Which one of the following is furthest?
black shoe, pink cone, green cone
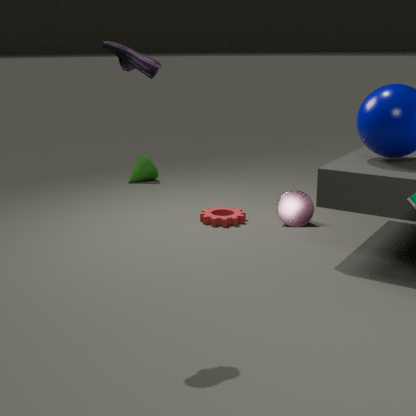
green cone
